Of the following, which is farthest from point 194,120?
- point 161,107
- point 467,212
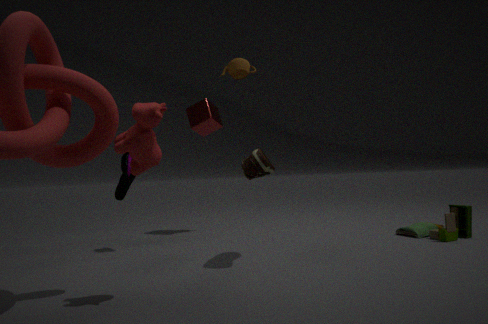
point 467,212
